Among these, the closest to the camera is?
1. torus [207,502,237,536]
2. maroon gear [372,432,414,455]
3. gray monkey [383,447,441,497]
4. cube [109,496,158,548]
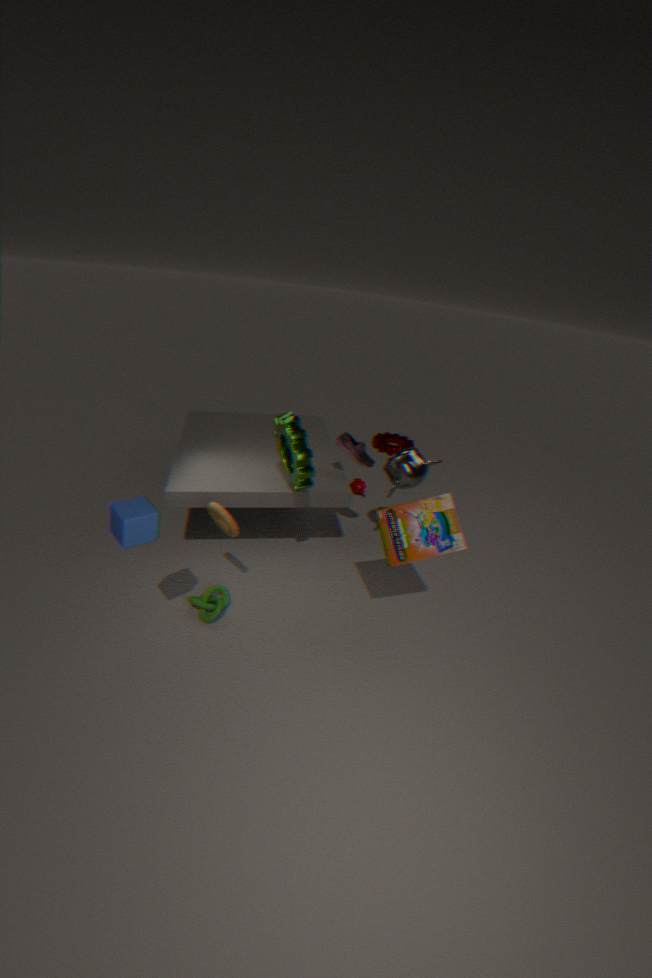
cube [109,496,158,548]
